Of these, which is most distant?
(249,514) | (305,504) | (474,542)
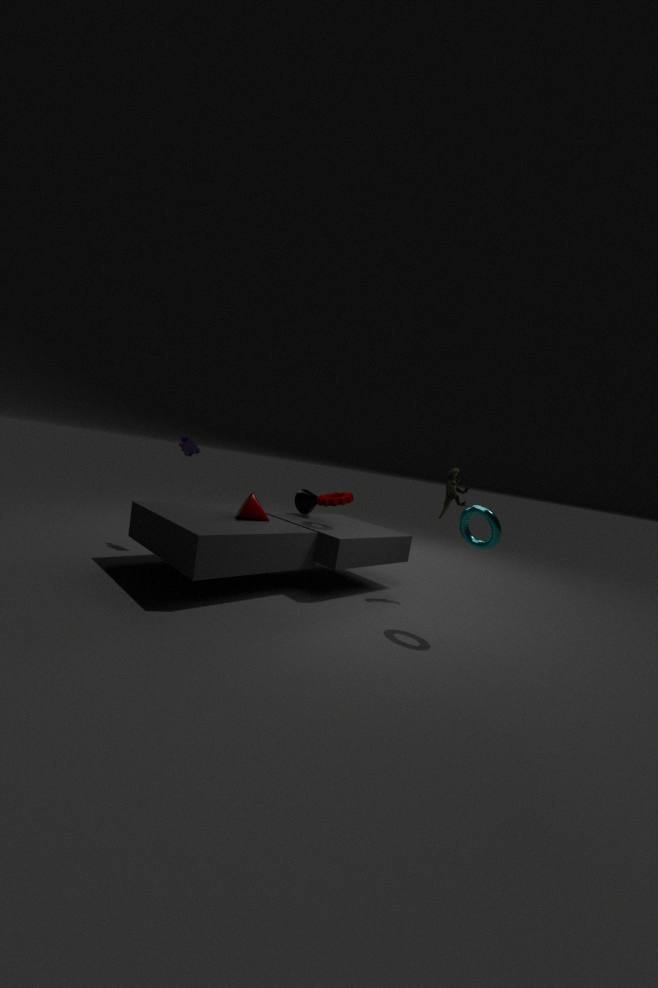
(305,504)
